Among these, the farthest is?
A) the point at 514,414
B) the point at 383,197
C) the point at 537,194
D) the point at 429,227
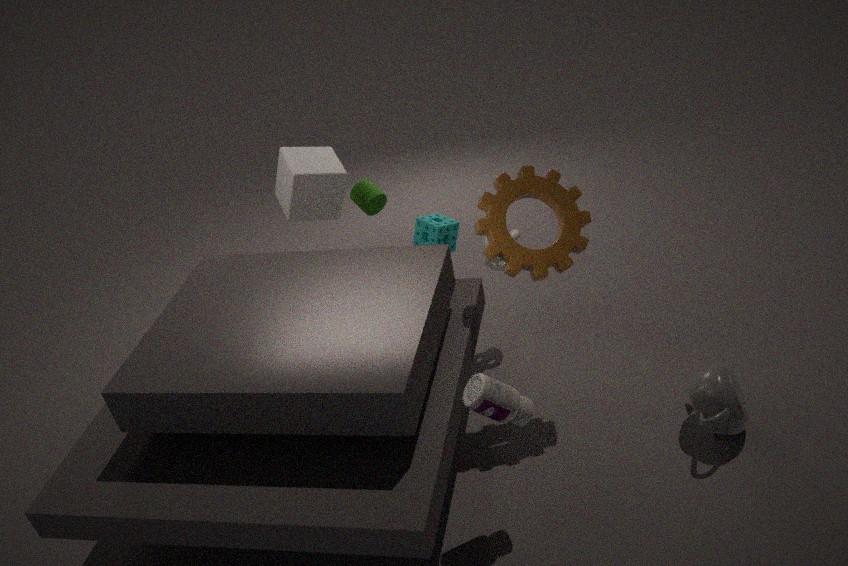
the point at 383,197
